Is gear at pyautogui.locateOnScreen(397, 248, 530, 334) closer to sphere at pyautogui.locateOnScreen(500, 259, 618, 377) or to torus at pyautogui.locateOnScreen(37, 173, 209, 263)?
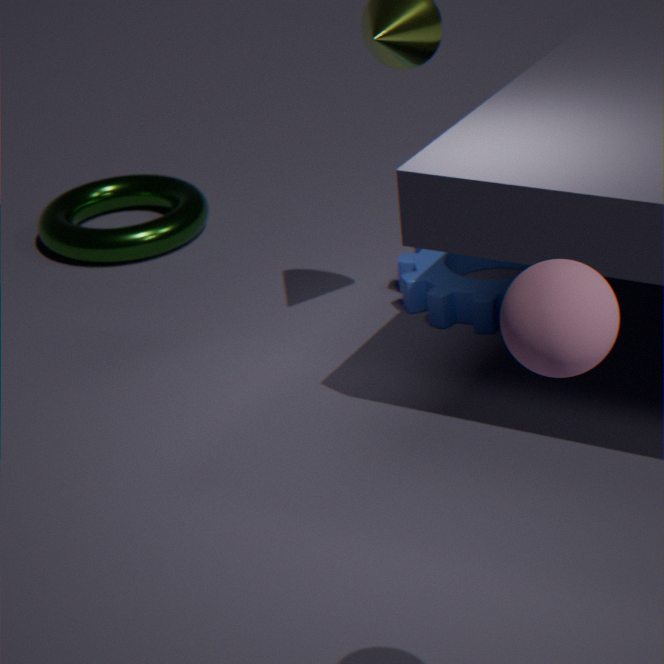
torus at pyautogui.locateOnScreen(37, 173, 209, 263)
